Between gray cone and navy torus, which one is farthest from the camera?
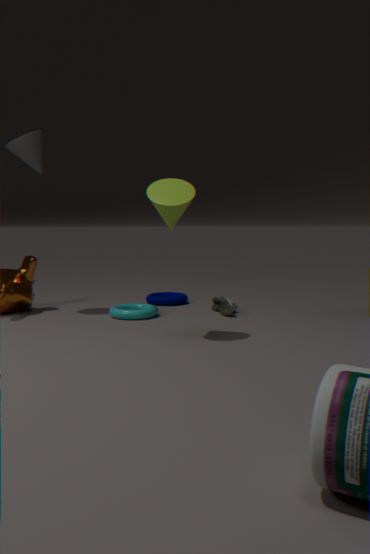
navy torus
